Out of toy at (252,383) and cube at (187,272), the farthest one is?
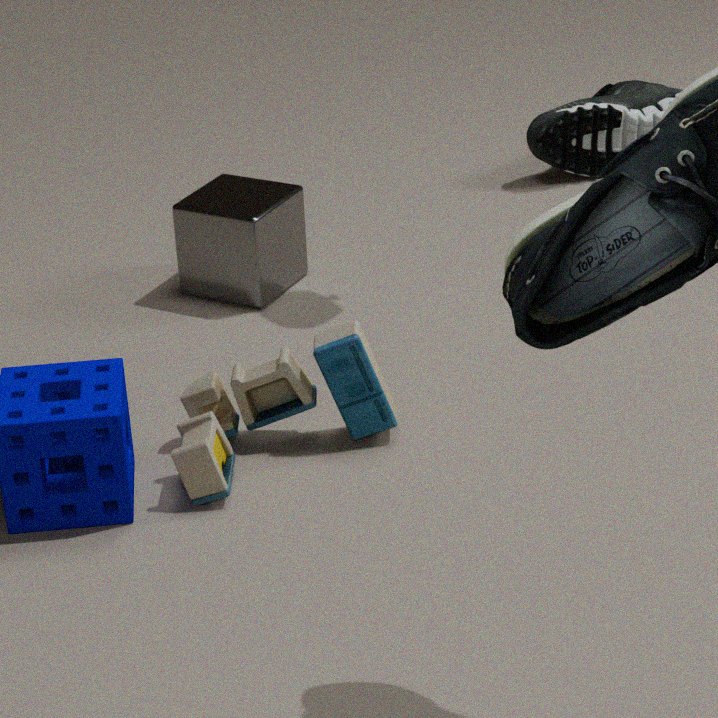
cube at (187,272)
